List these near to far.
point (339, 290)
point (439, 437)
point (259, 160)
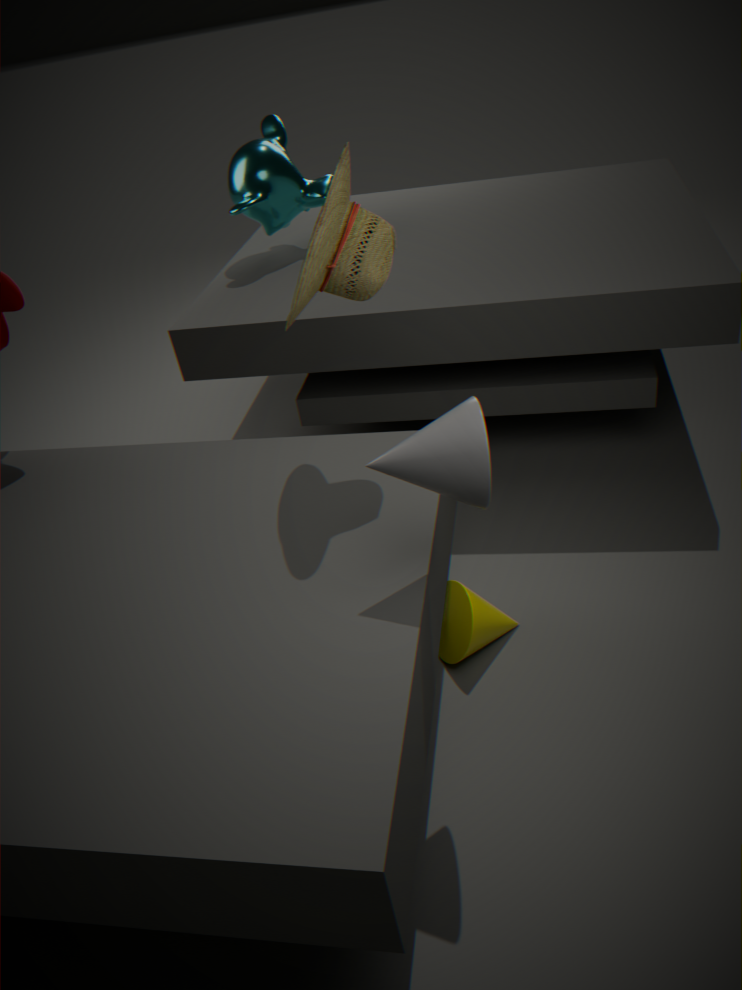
1. point (439, 437)
2. point (339, 290)
3. point (259, 160)
